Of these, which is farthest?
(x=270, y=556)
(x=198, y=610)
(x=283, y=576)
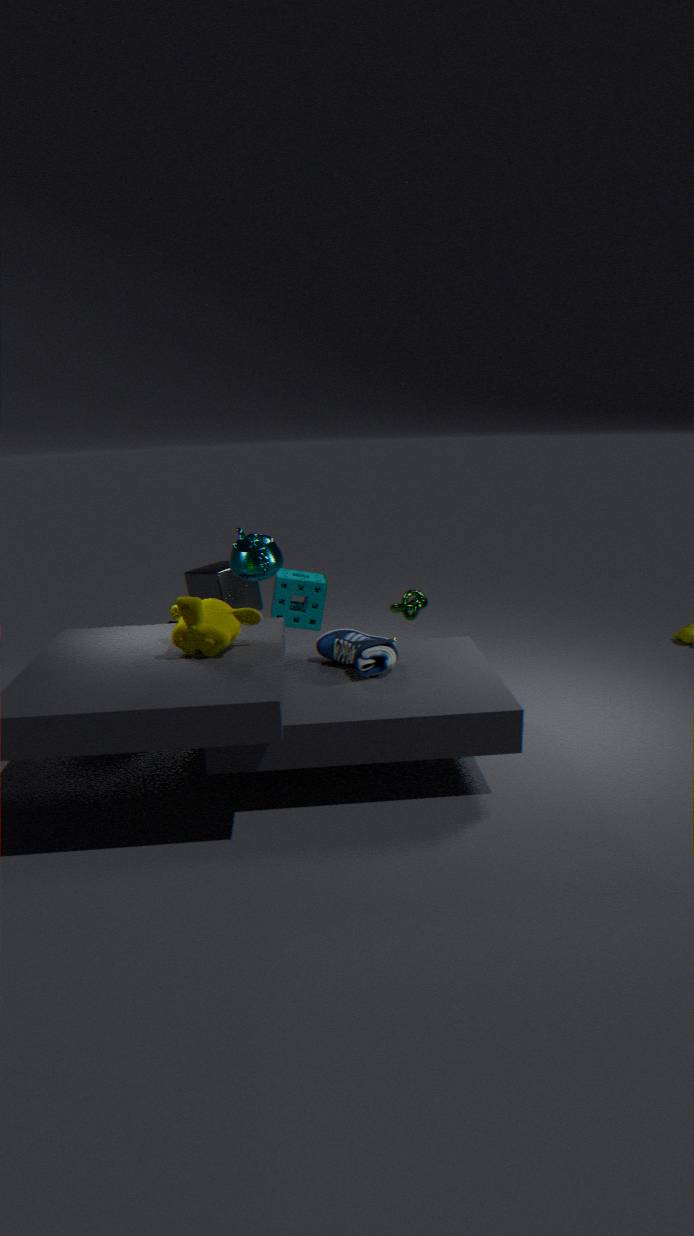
(x=283, y=576)
